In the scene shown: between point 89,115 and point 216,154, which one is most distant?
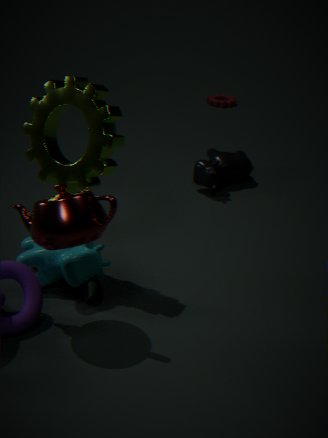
point 216,154
